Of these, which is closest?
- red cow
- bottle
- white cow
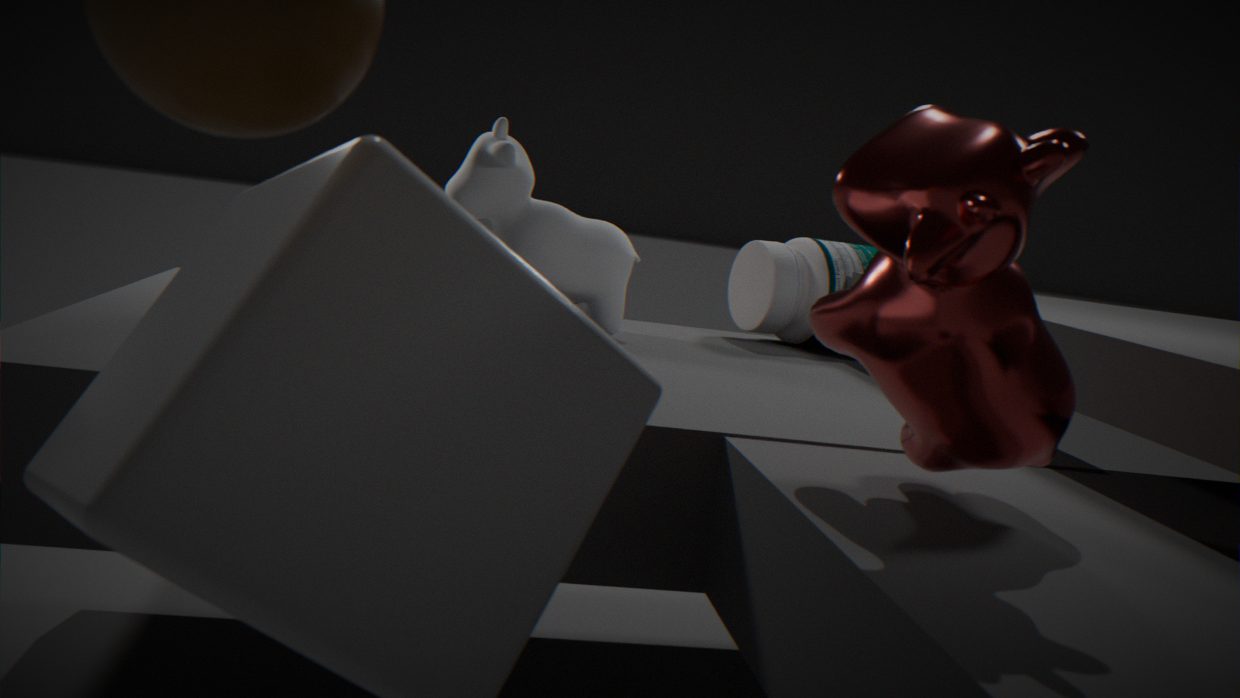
red cow
